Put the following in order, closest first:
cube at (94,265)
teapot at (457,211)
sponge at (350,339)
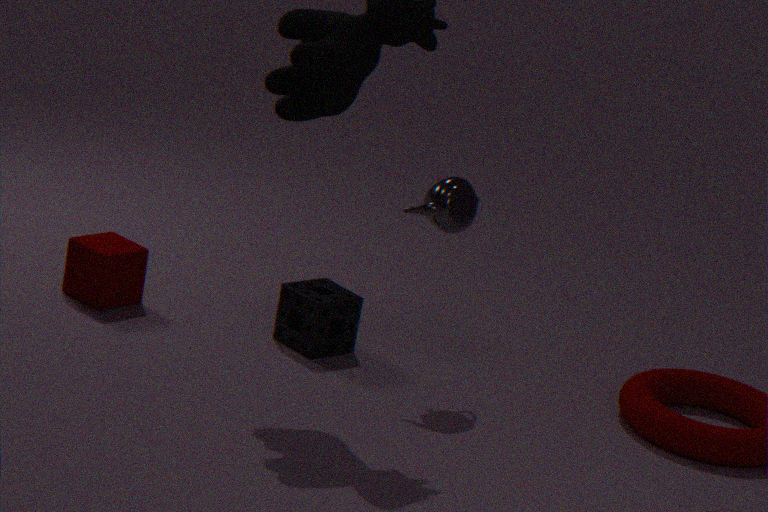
1. teapot at (457,211)
2. sponge at (350,339)
3. cube at (94,265)
